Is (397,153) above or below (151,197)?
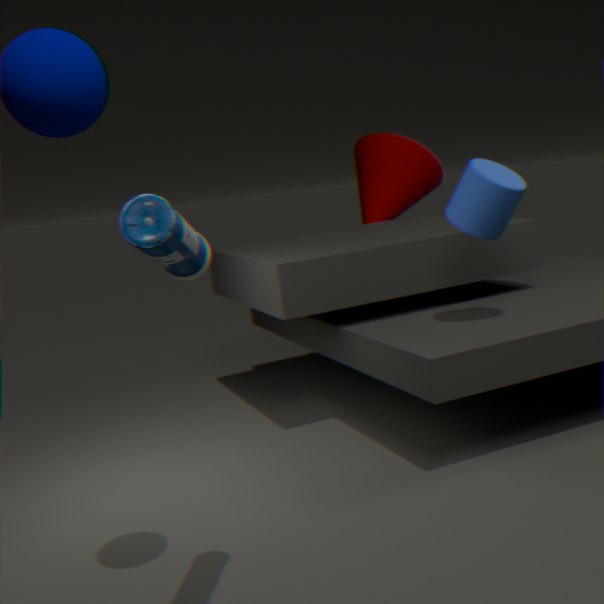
below
